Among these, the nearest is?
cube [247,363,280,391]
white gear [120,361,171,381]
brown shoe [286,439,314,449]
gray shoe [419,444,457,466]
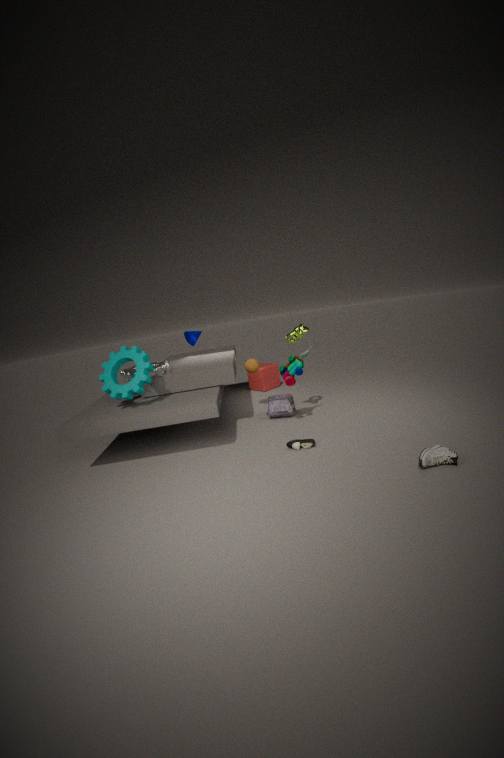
gray shoe [419,444,457,466]
